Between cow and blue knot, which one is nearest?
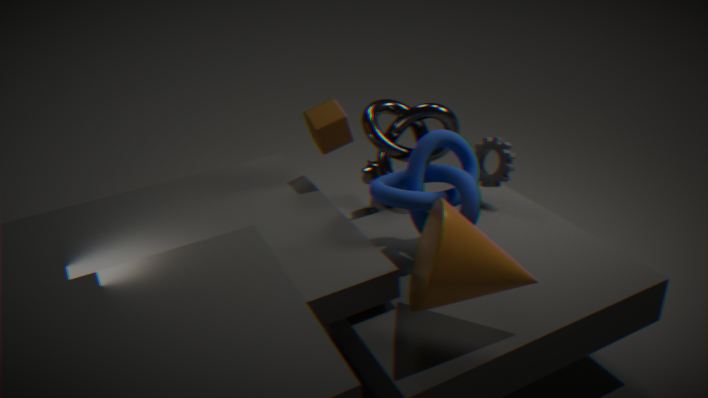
blue knot
